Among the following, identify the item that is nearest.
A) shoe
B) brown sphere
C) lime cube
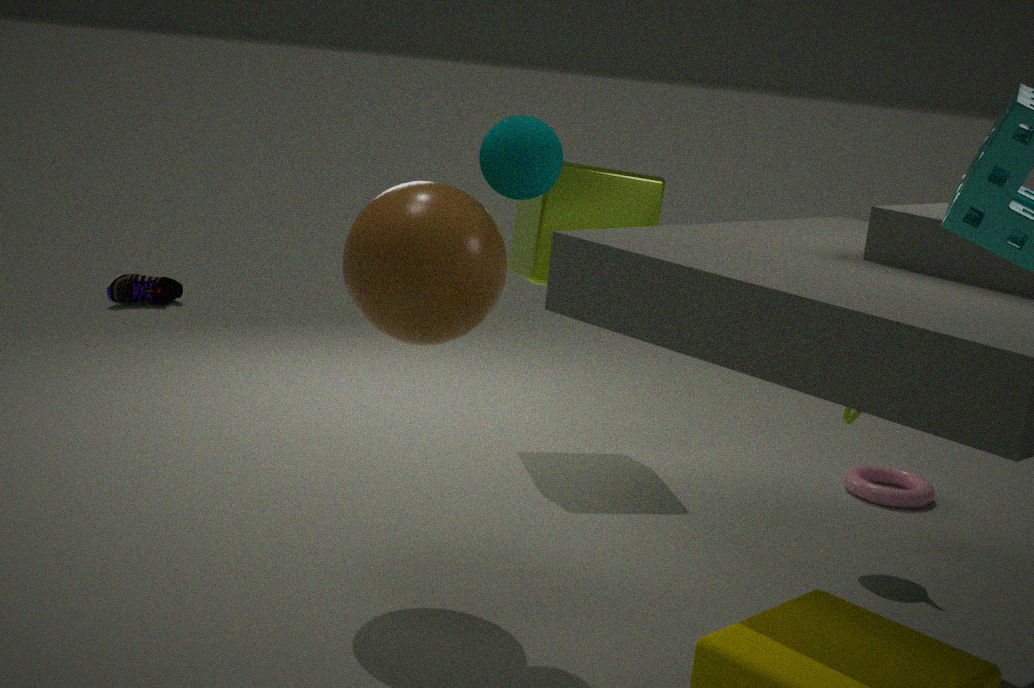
brown sphere
